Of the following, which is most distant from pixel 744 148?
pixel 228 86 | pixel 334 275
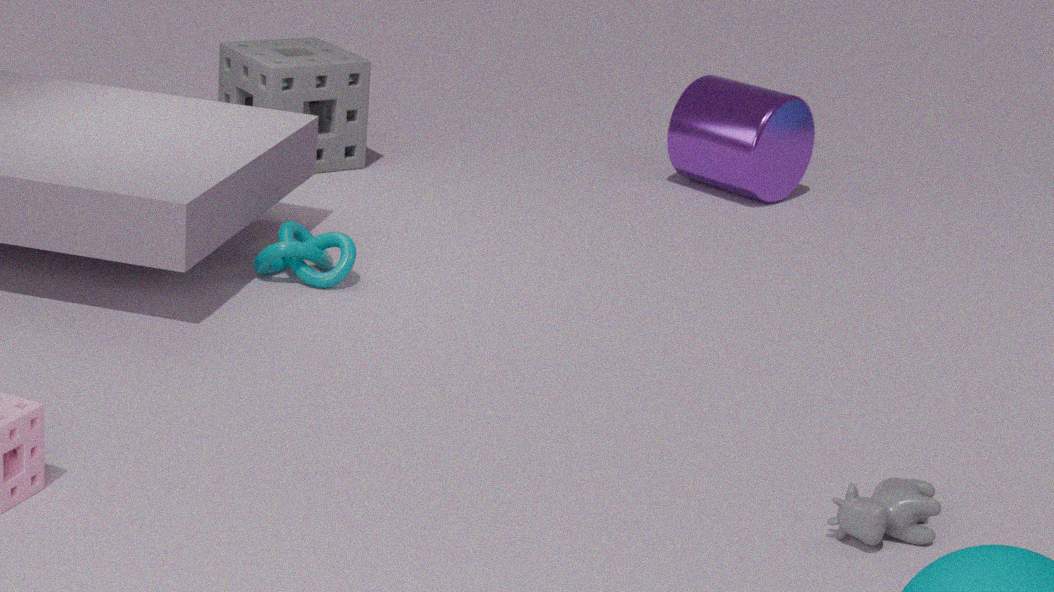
pixel 334 275
